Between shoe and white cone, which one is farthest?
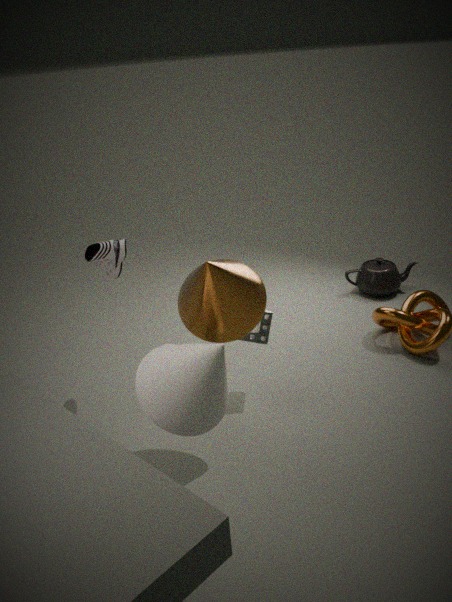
shoe
